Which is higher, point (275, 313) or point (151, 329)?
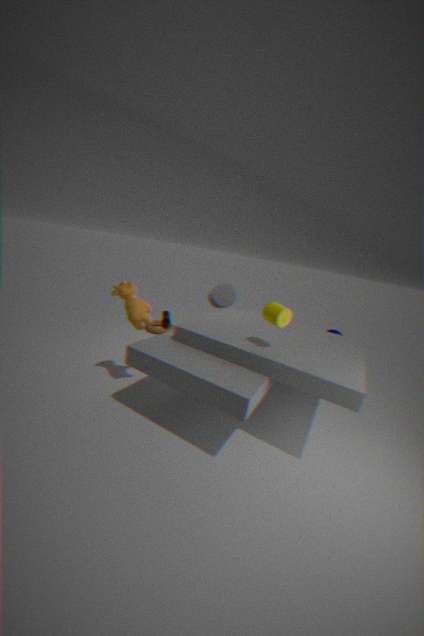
point (275, 313)
